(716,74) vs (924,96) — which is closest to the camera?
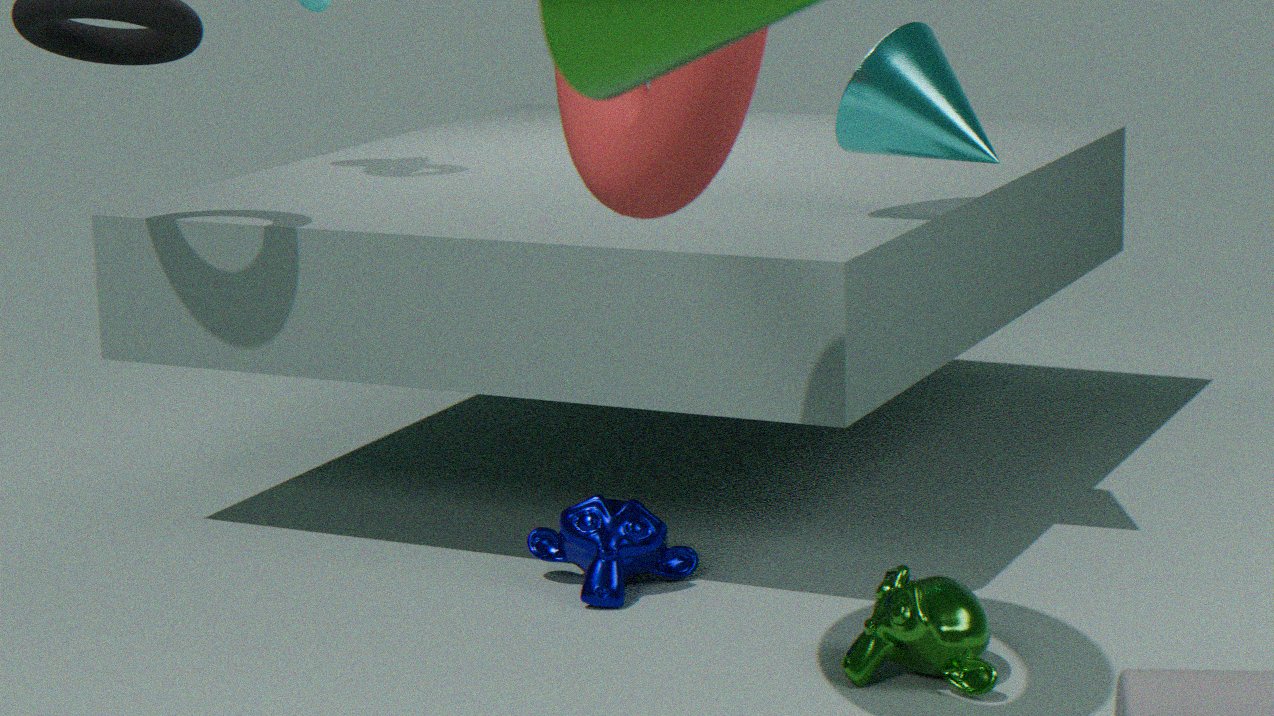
(716,74)
